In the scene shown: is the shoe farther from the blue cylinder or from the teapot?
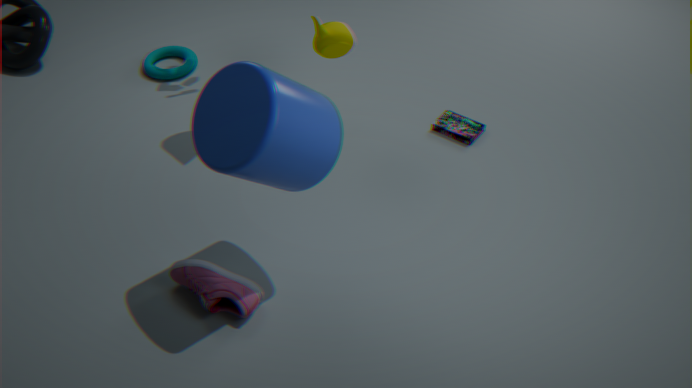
the teapot
